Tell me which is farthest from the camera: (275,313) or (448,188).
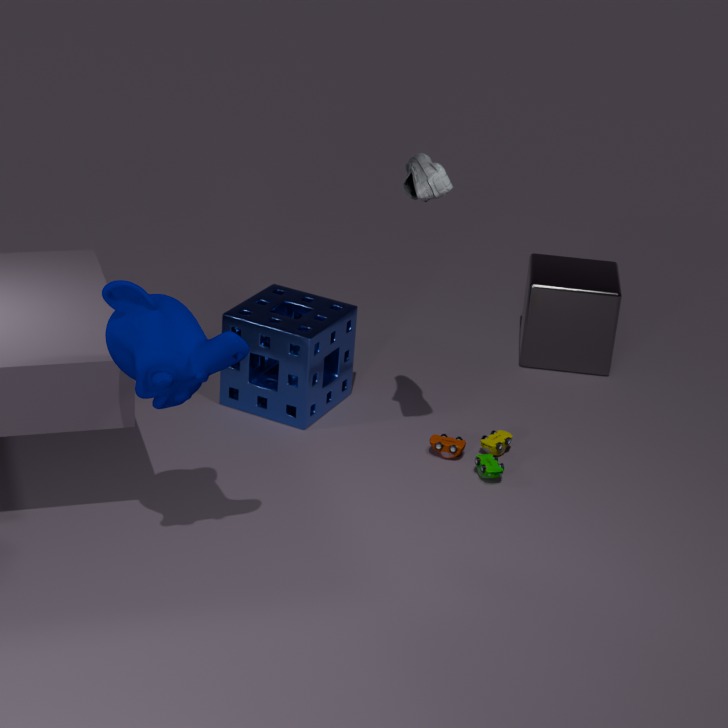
(275,313)
